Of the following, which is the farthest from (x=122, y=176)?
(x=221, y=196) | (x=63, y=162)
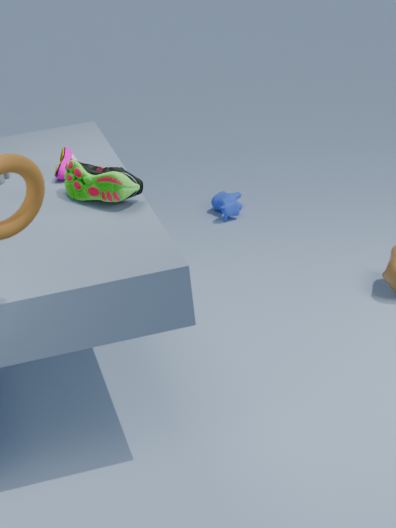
(x=221, y=196)
